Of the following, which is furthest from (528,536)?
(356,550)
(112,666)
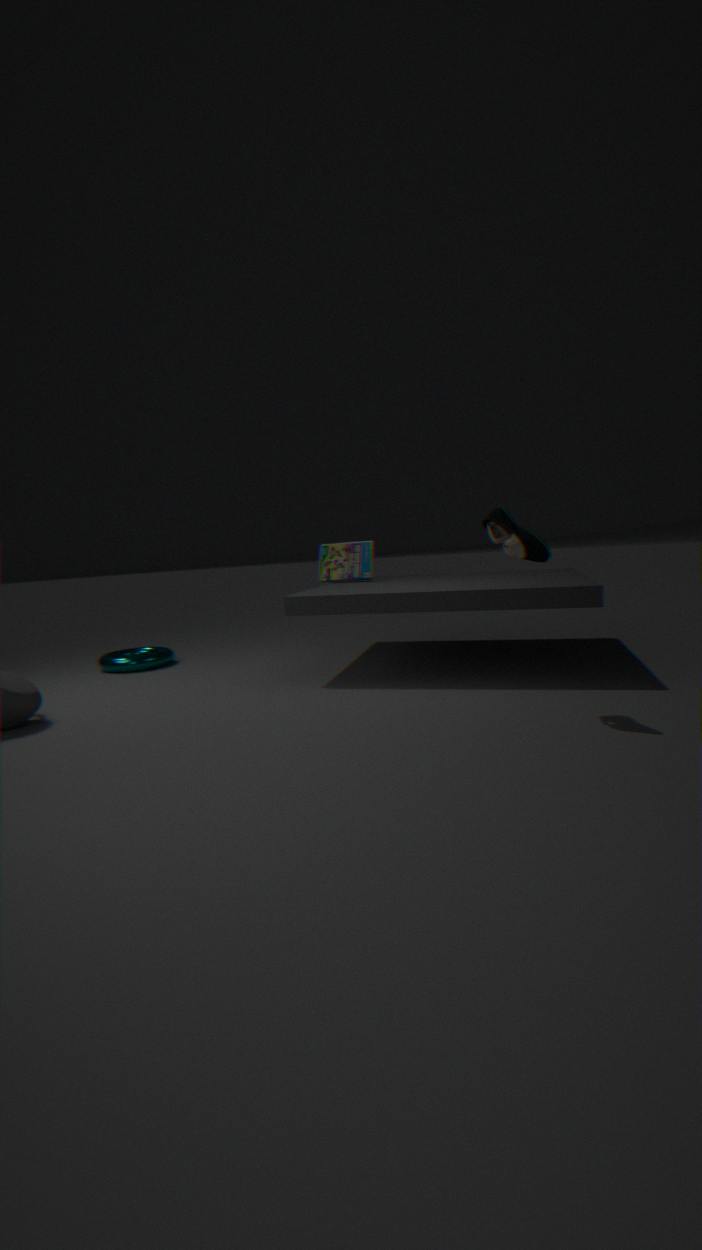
(112,666)
